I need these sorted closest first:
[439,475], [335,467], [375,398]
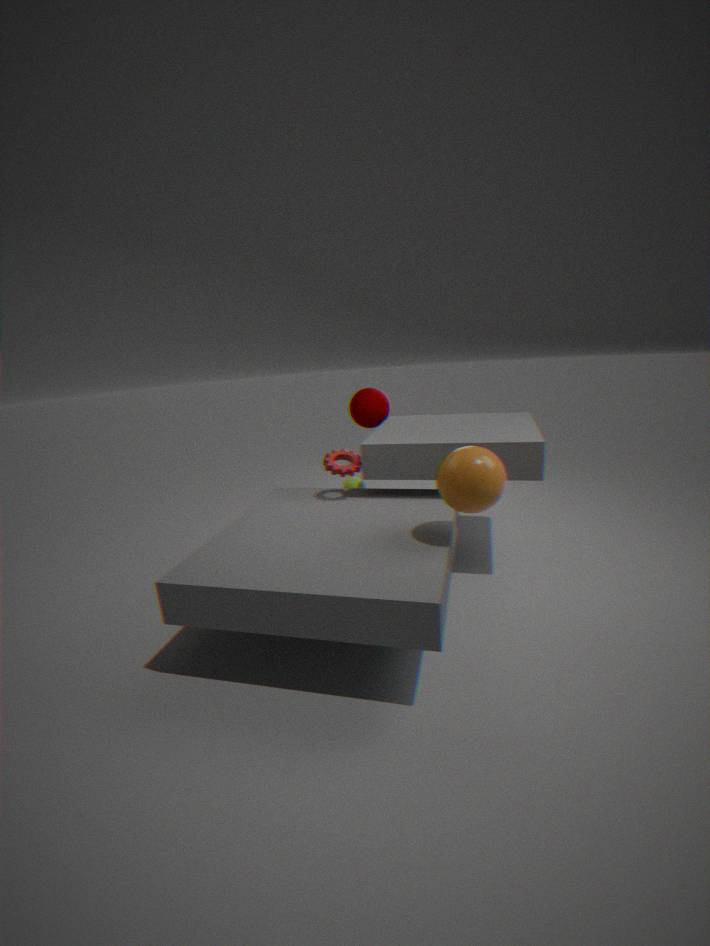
[439,475] < [335,467] < [375,398]
